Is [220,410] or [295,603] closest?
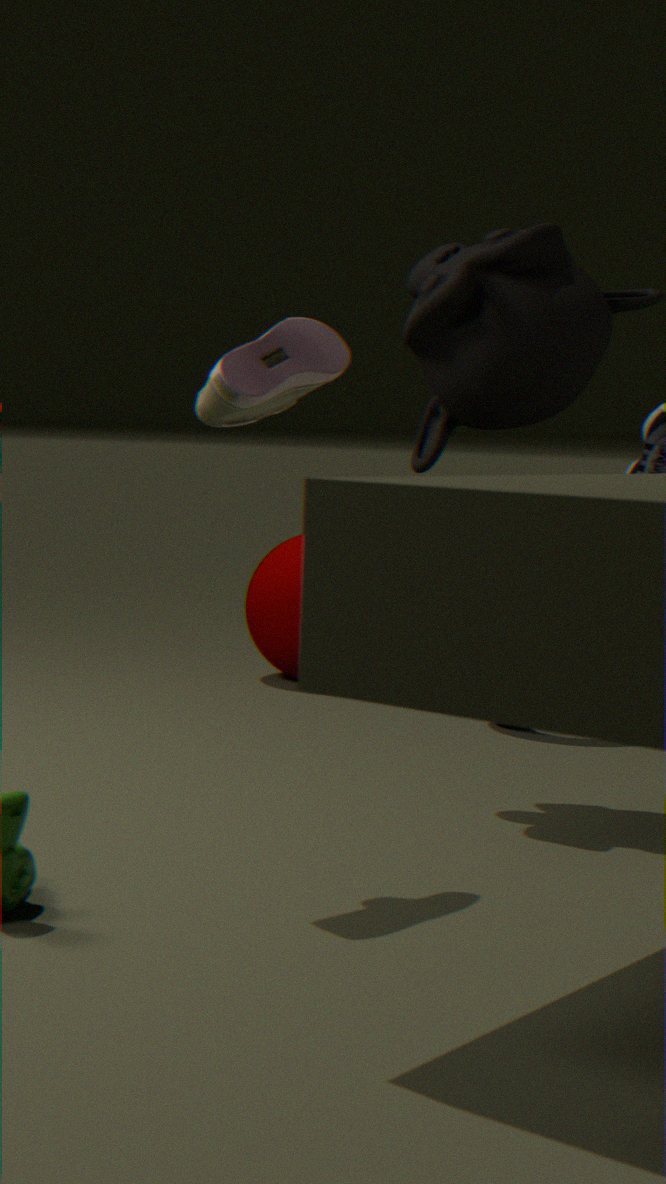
[220,410]
